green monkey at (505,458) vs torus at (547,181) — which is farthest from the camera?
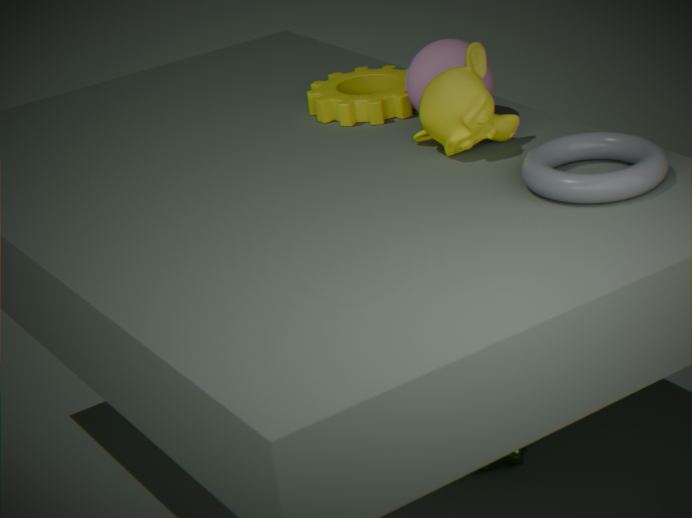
green monkey at (505,458)
